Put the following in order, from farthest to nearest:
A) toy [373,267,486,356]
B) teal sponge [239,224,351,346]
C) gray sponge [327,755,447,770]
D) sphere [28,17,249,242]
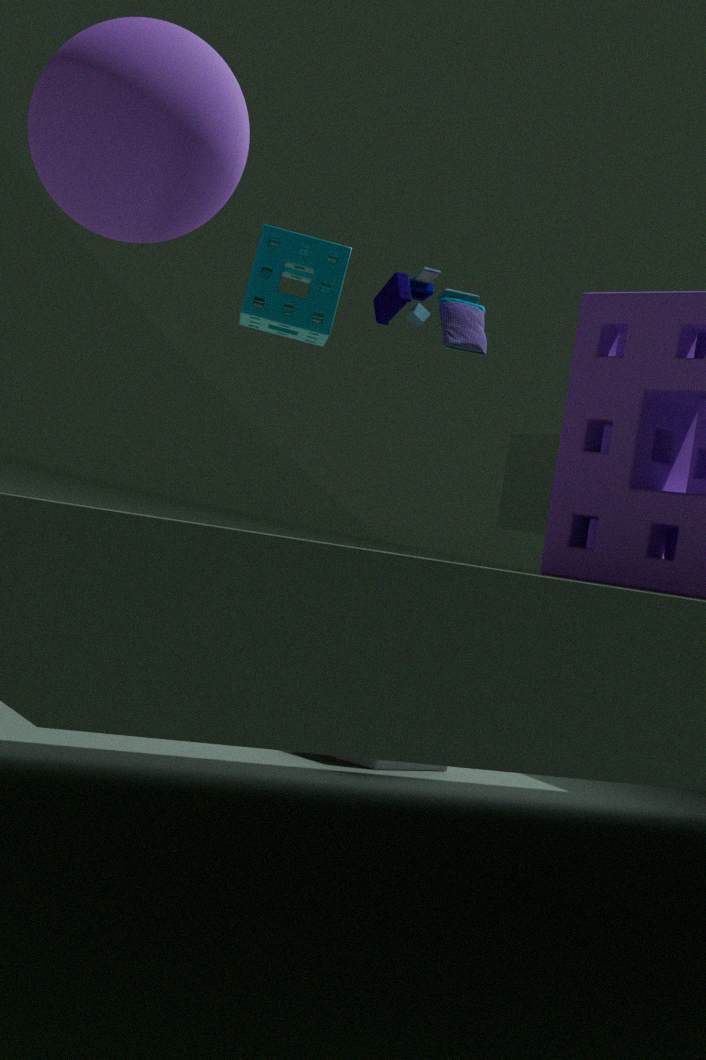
teal sponge [239,224,351,346]
toy [373,267,486,356]
gray sponge [327,755,447,770]
sphere [28,17,249,242]
